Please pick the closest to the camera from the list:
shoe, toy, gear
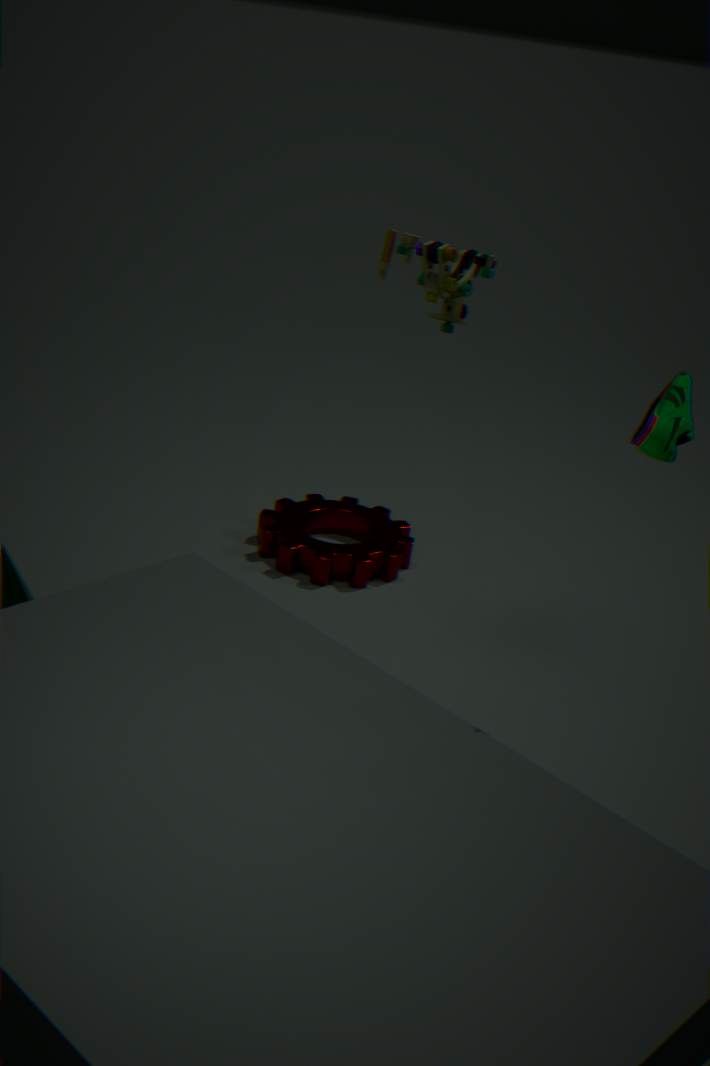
shoe
